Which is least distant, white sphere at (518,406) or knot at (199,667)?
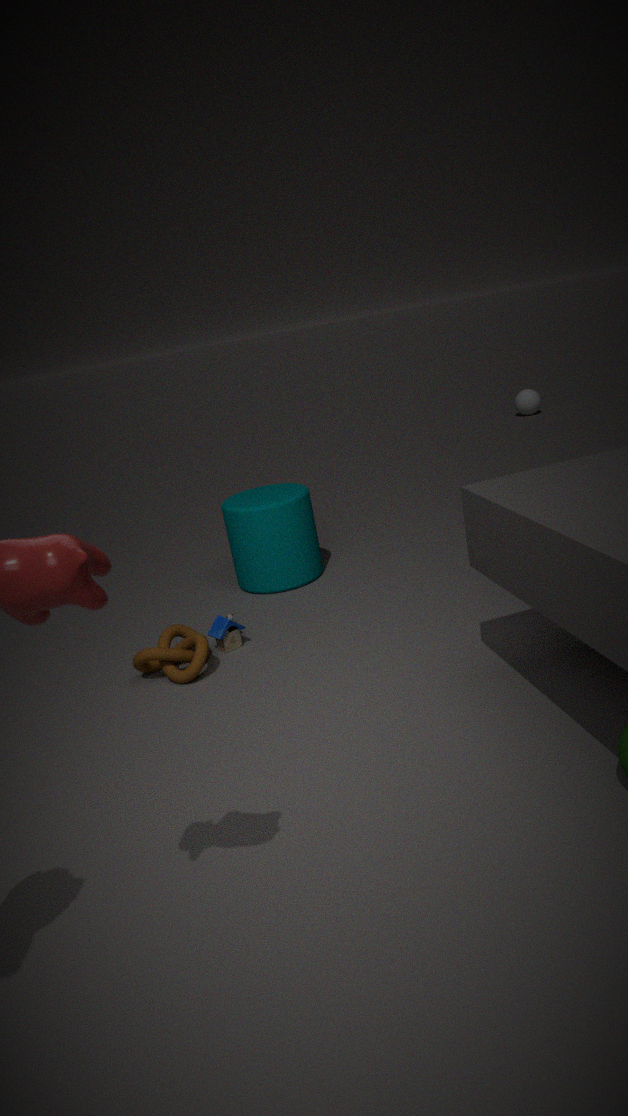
knot at (199,667)
